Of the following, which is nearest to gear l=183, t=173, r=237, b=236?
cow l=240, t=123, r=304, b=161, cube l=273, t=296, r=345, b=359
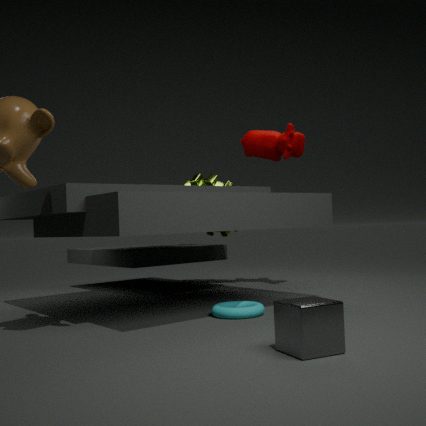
cow l=240, t=123, r=304, b=161
